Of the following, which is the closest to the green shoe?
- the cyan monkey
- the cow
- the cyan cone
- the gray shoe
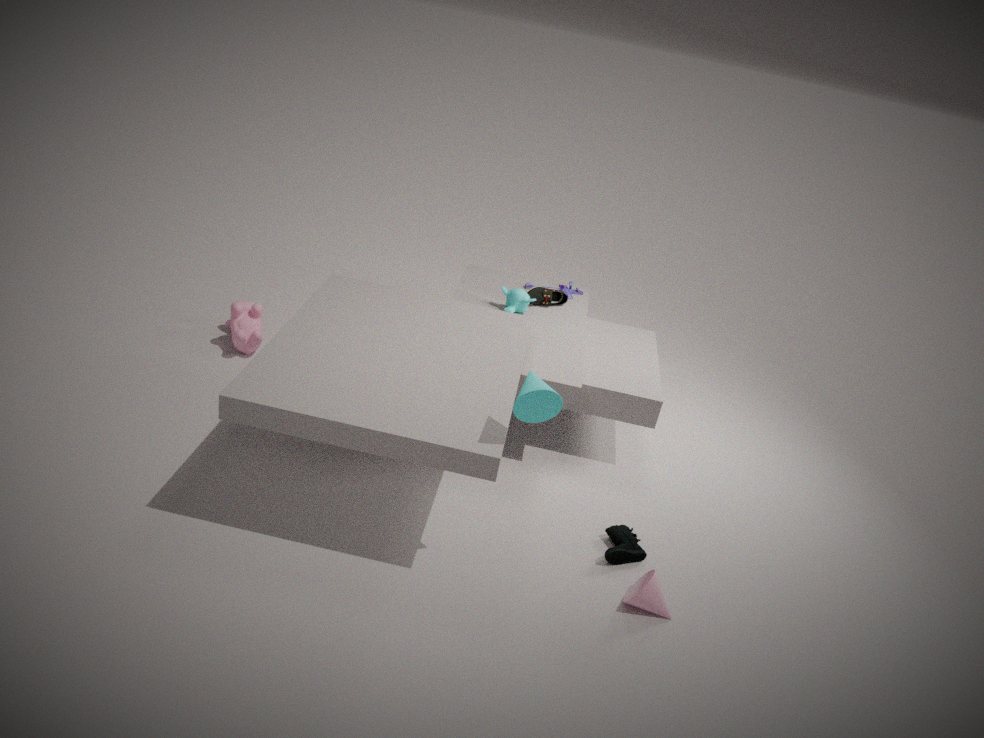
the cyan cone
